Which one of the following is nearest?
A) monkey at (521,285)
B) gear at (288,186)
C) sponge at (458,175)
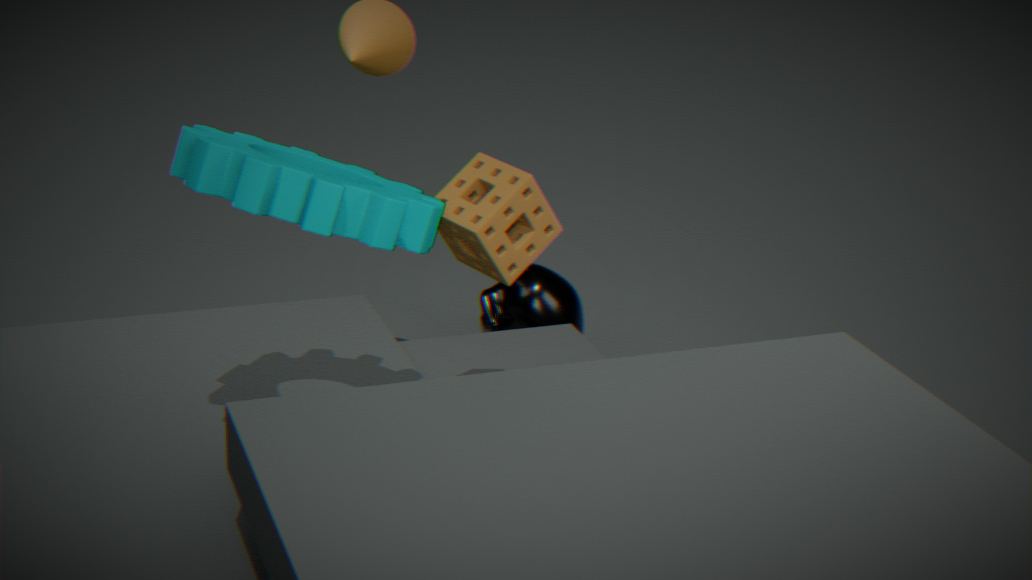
gear at (288,186)
